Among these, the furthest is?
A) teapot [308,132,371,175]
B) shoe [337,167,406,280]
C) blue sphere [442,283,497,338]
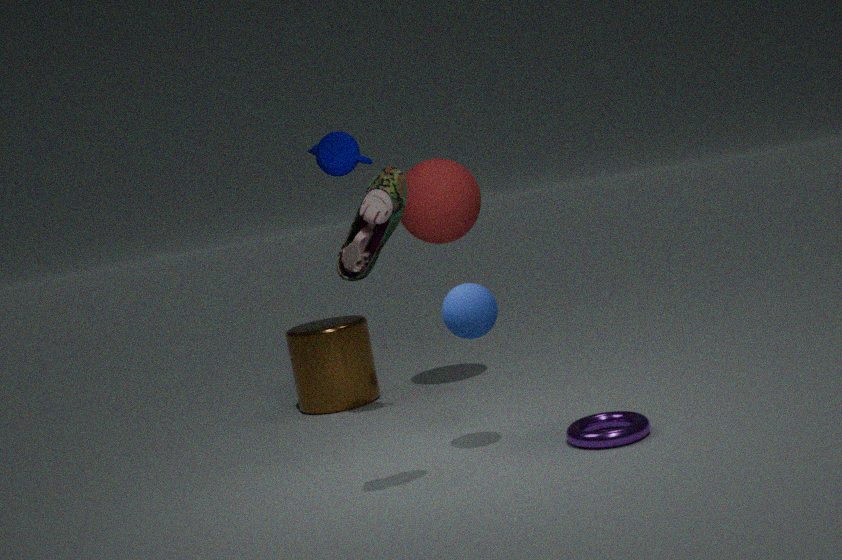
teapot [308,132,371,175]
